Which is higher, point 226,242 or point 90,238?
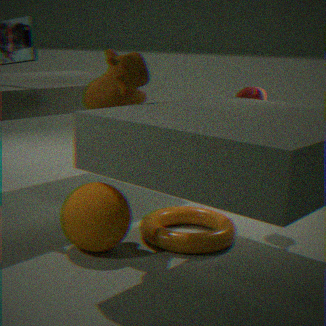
point 90,238
